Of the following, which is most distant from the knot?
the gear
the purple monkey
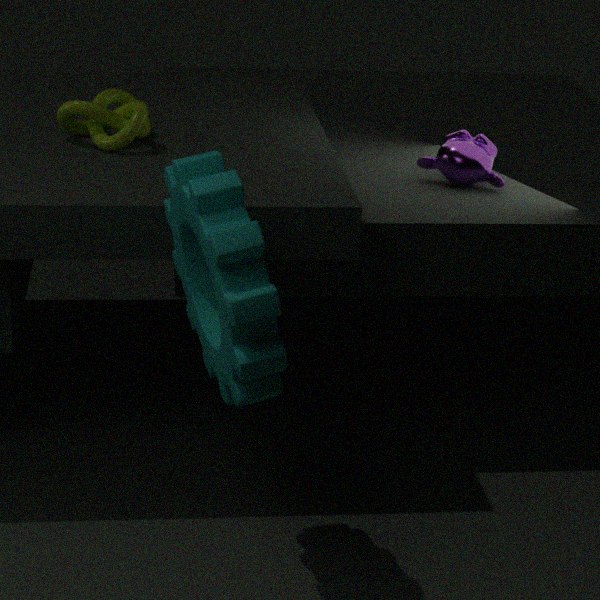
the purple monkey
